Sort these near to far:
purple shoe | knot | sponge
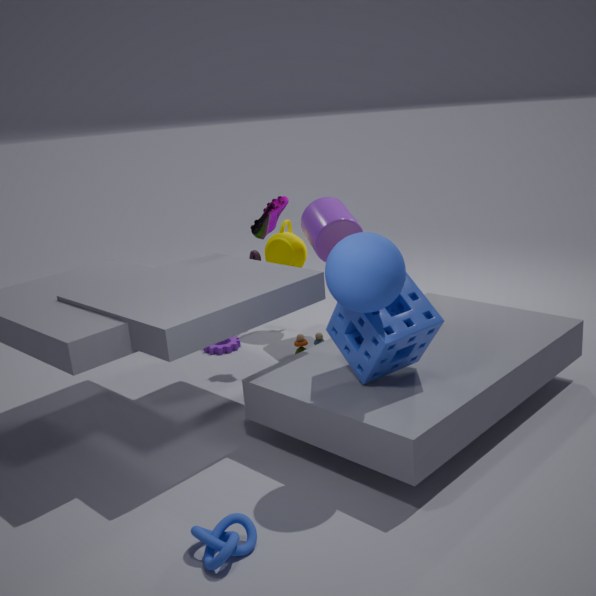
knot
sponge
purple shoe
